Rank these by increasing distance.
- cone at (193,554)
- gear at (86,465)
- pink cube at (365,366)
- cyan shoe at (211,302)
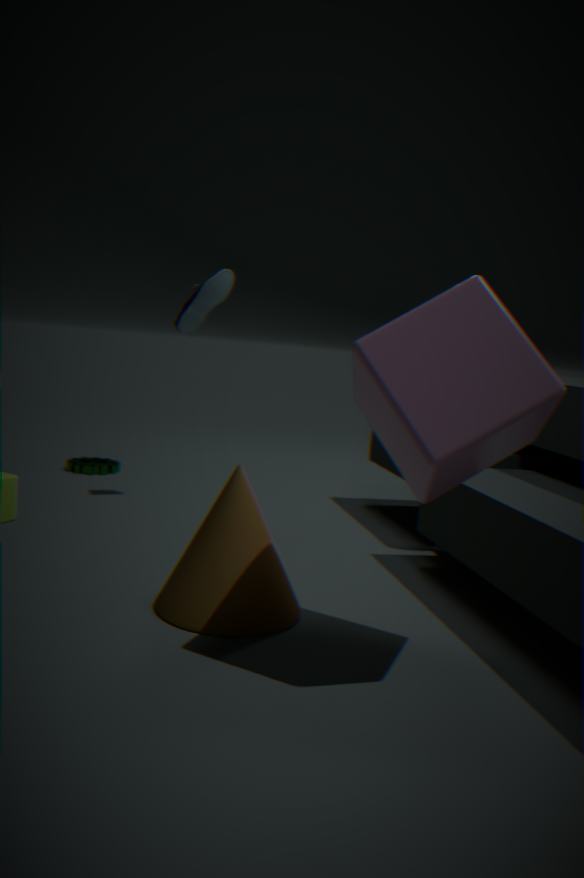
pink cube at (365,366), cone at (193,554), cyan shoe at (211,302), gear at (86,465)
